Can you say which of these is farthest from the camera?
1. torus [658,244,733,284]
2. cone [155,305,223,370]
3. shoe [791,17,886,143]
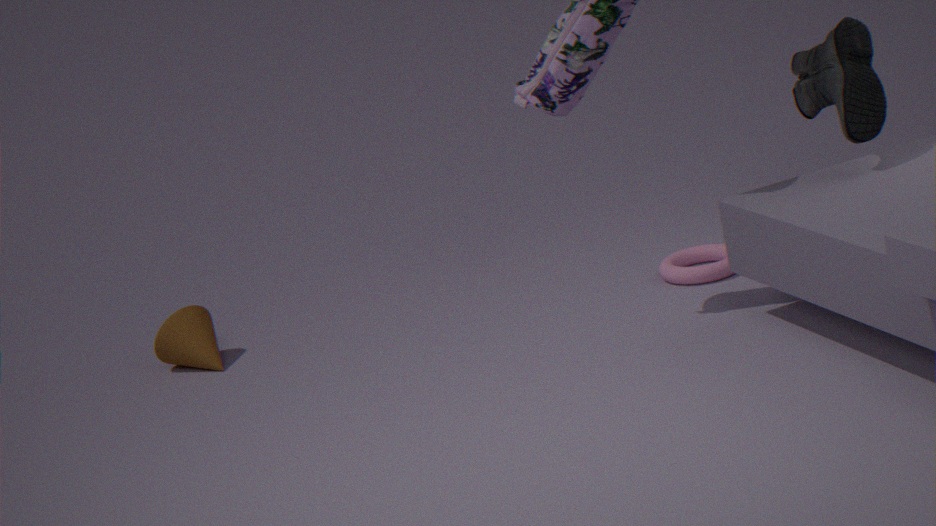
cone [155,305,223,370]
